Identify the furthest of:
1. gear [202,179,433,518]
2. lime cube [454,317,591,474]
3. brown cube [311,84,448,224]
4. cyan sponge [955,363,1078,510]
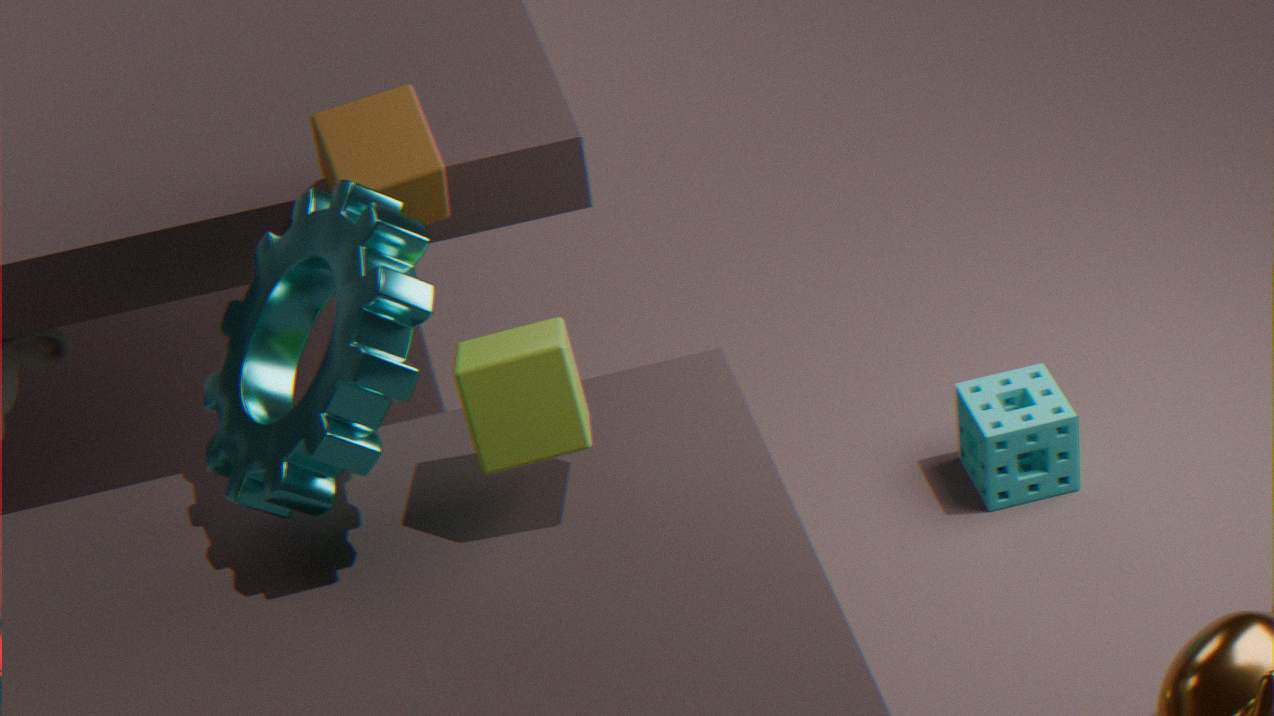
cyan sponge [955,363,1078,510]
